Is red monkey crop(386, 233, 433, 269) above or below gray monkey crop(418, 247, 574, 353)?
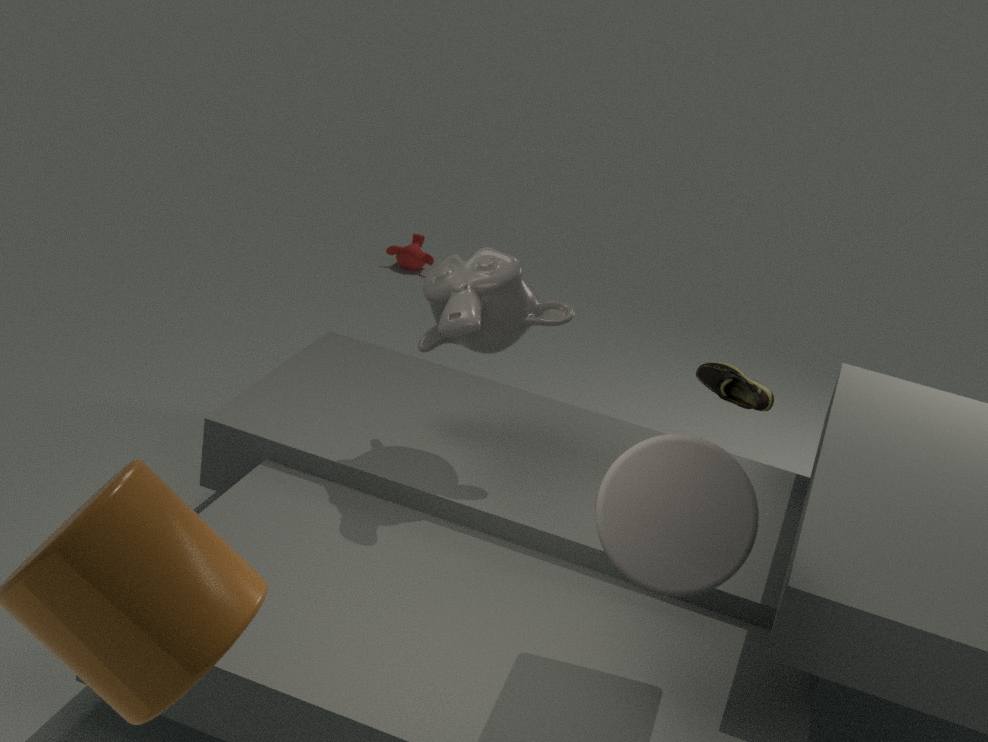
below
